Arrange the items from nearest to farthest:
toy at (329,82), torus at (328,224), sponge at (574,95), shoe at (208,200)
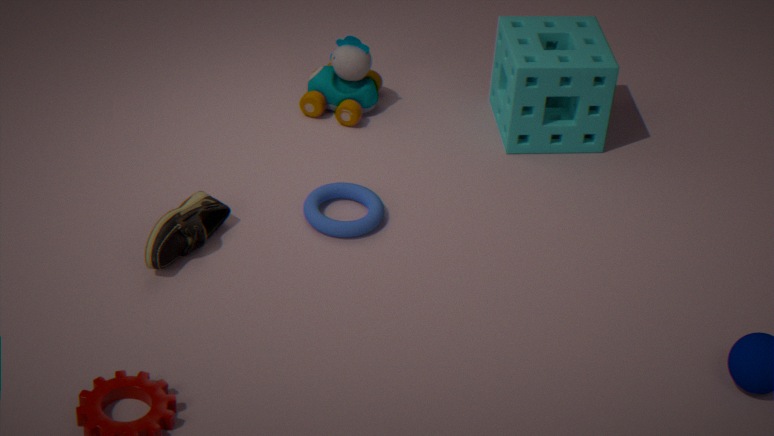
1. shoe at (208,200)
2. torus at (328,224)
3. sponge at (574,95)
4. toy at (329,82)
